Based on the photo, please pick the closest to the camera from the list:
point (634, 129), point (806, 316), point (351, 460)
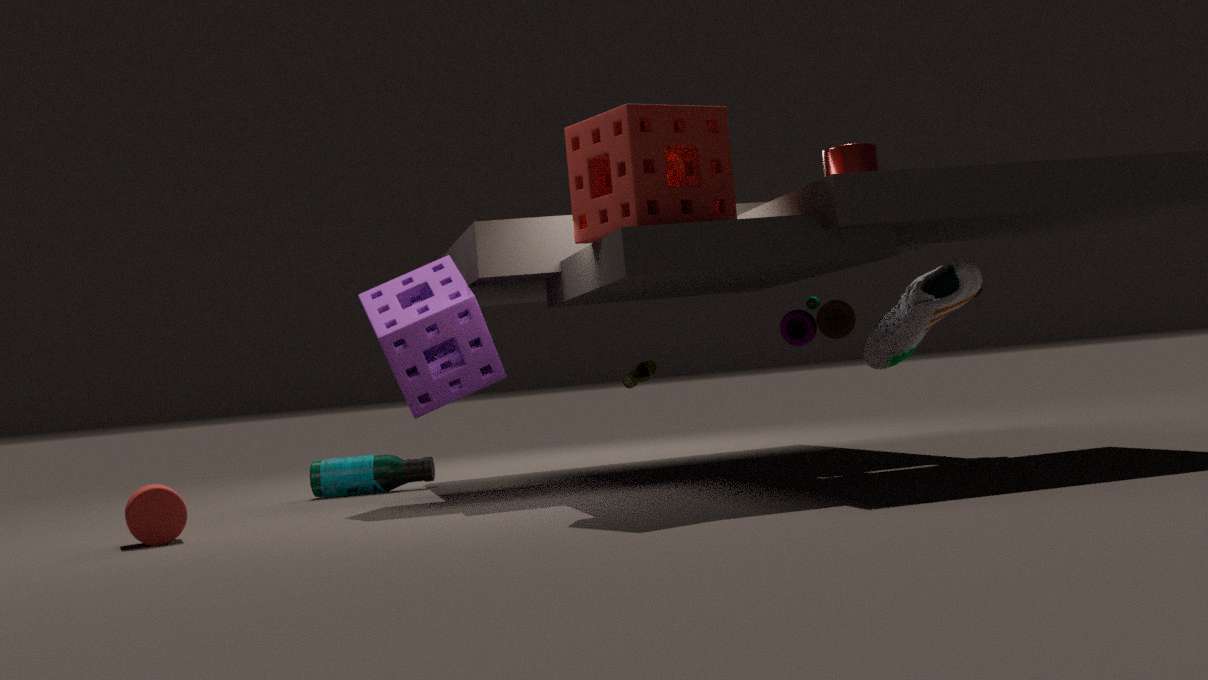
point (634, 129)
